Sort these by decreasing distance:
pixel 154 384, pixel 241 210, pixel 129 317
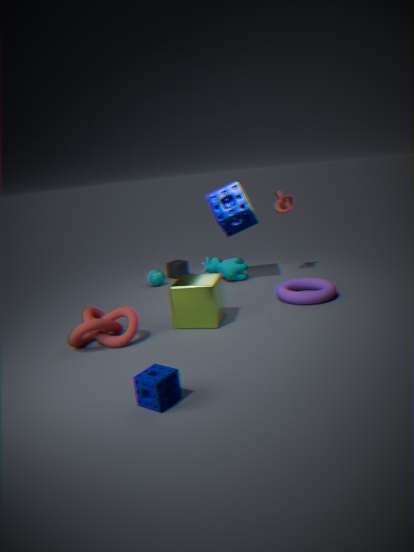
1. pixel 241 210
2. pixel 129 317
3. pixel 154 384
